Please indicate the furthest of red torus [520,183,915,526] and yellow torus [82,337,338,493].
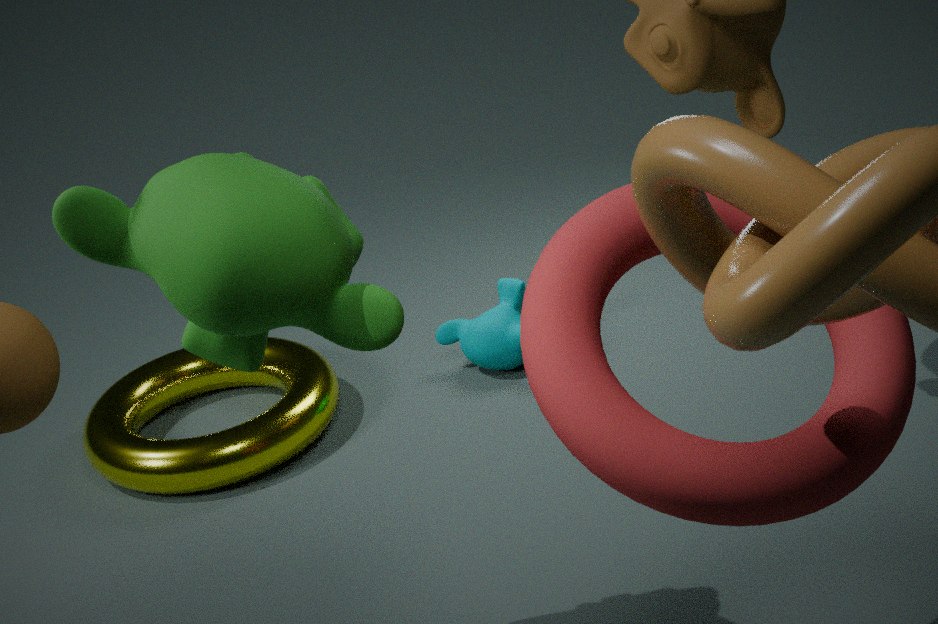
yellow torus [82,337,338,493]
